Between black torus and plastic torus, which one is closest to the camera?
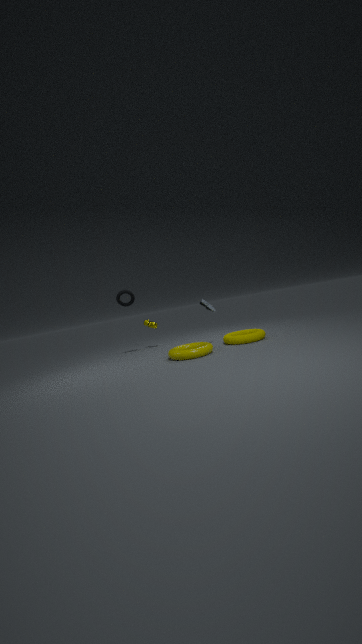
plastic torus
